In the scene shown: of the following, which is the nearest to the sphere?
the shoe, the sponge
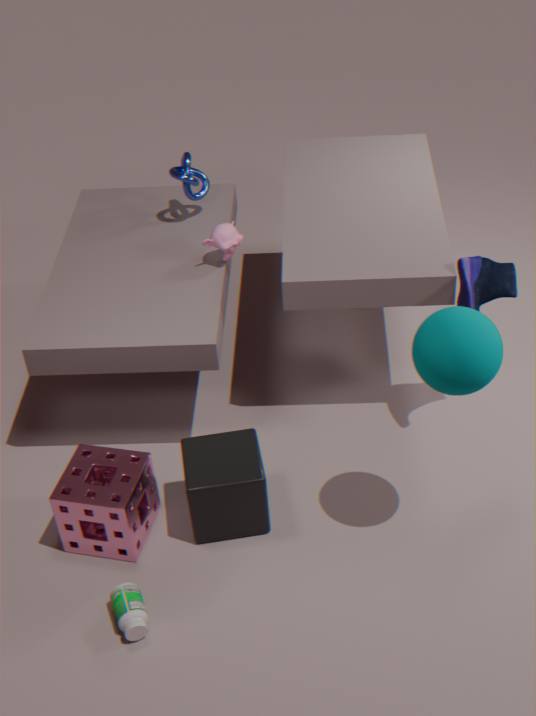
the shoe
